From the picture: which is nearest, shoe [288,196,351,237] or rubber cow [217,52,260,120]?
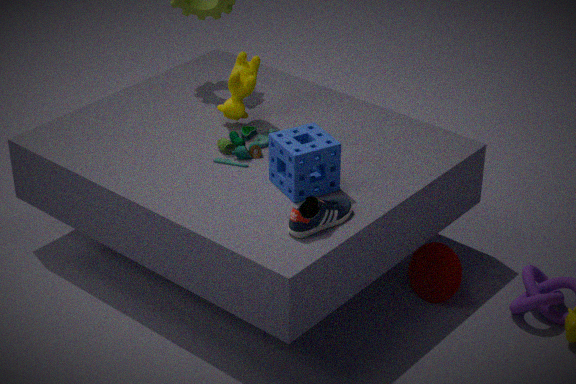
shoe [288,196,351,237]
